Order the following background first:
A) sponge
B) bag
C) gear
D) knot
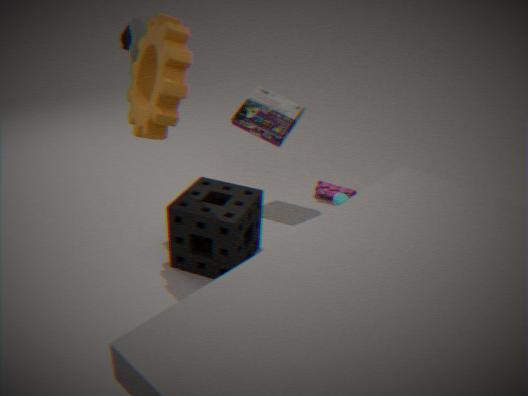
bag
knot
sponge
gear
